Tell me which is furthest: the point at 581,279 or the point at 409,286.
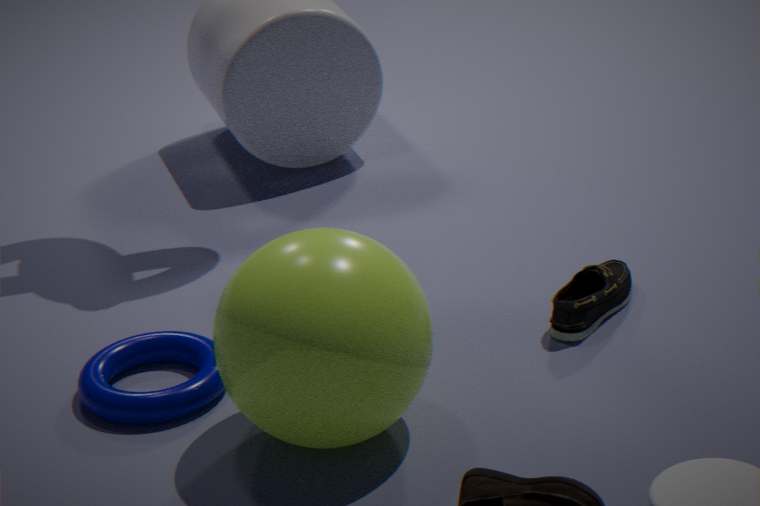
the point at 581,279
